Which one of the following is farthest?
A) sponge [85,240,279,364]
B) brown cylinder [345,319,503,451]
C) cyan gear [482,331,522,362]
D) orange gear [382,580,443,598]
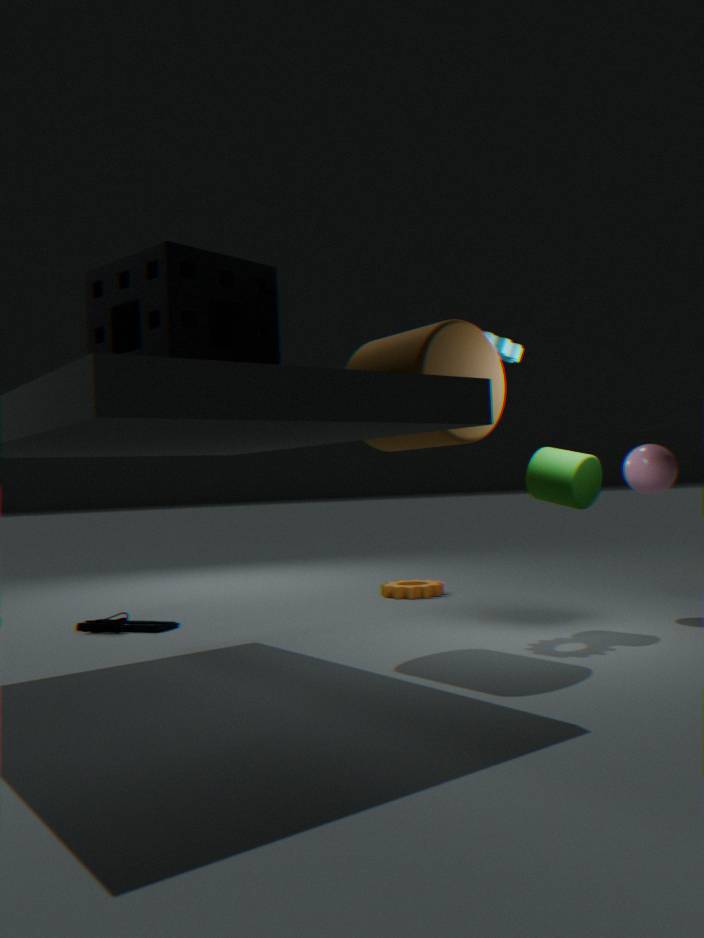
orange gear [382,580,443,598]
